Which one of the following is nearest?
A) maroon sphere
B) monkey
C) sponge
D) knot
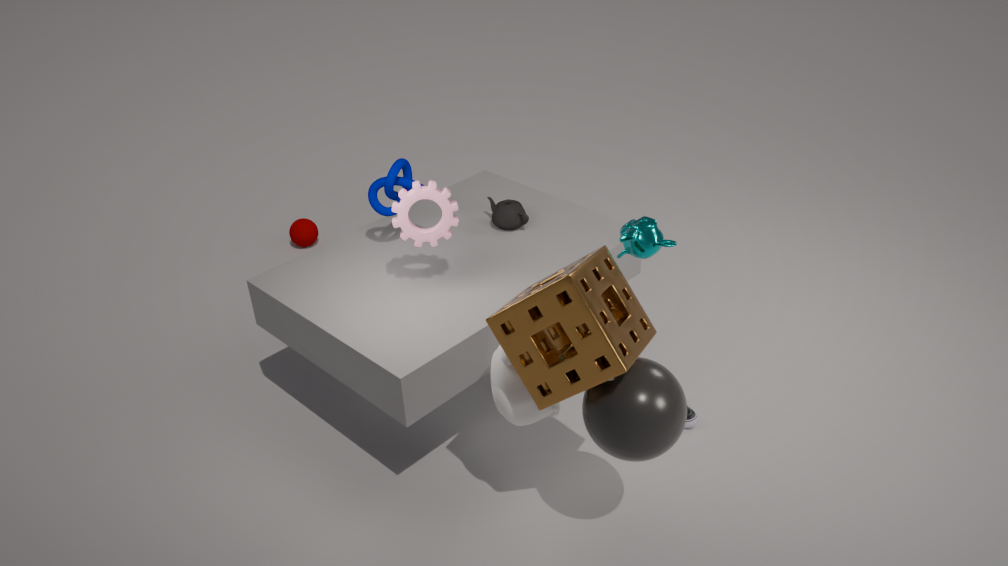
sponge
